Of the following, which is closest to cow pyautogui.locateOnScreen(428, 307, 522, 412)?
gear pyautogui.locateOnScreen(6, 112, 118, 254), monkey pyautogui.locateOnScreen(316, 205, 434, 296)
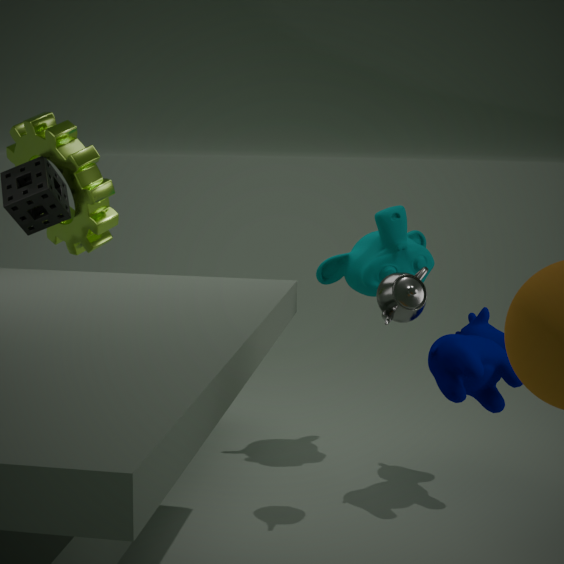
monkey pyautogui.locateOnScreen(316, 205, 434, 296)
